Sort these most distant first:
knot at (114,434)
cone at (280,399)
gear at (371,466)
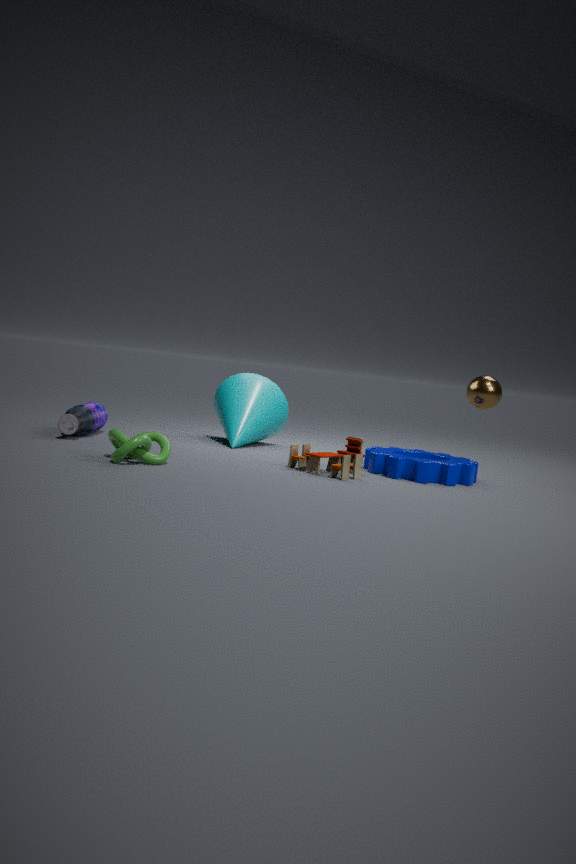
cone at (280,399) → gear at (371,466) → knot at (114,434)
